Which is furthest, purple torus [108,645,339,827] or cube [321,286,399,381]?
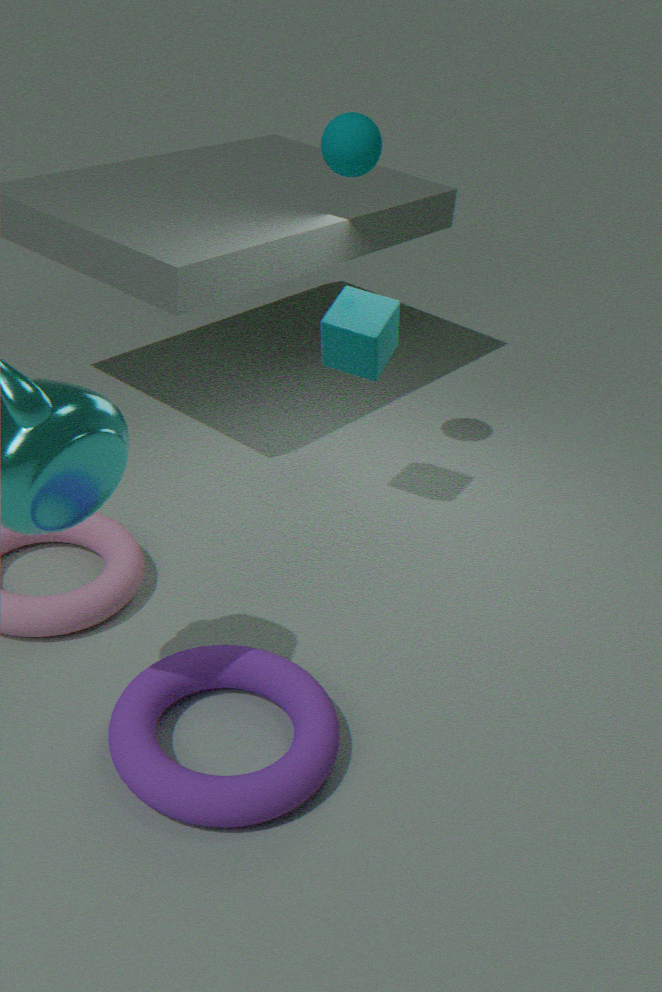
cube [321,286,399,381]
